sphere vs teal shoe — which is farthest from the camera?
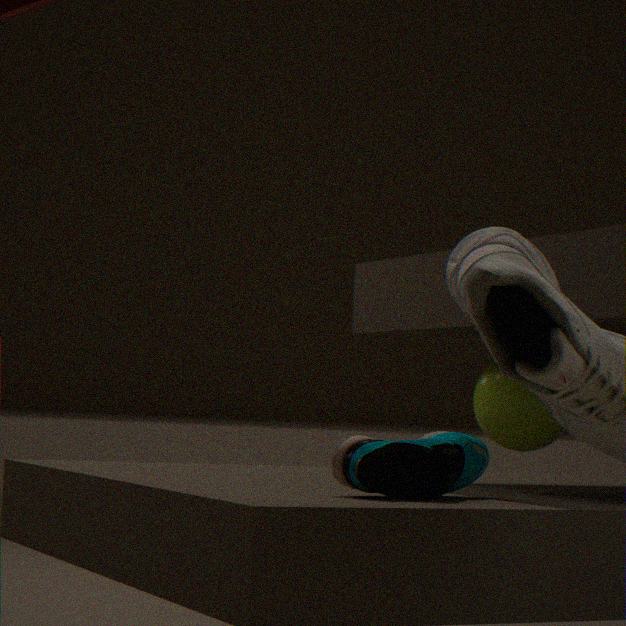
sphere
